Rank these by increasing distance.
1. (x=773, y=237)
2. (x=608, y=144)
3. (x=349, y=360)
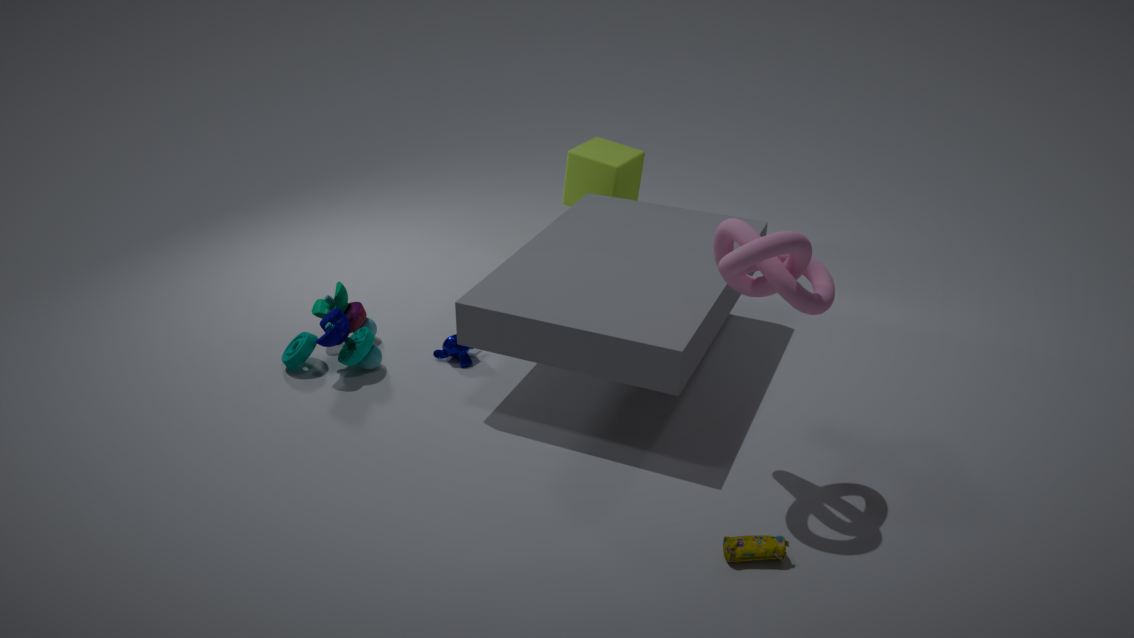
(x=773, y=237) → (x=349, y=360) → (x=608, y=144)
